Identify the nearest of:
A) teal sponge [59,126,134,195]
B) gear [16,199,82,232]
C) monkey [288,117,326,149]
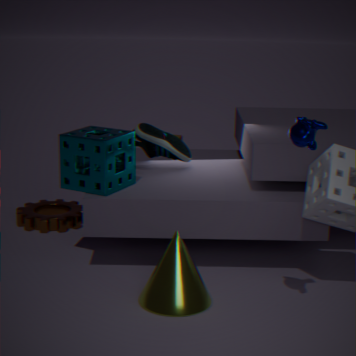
monkey [288,117,326,149]
